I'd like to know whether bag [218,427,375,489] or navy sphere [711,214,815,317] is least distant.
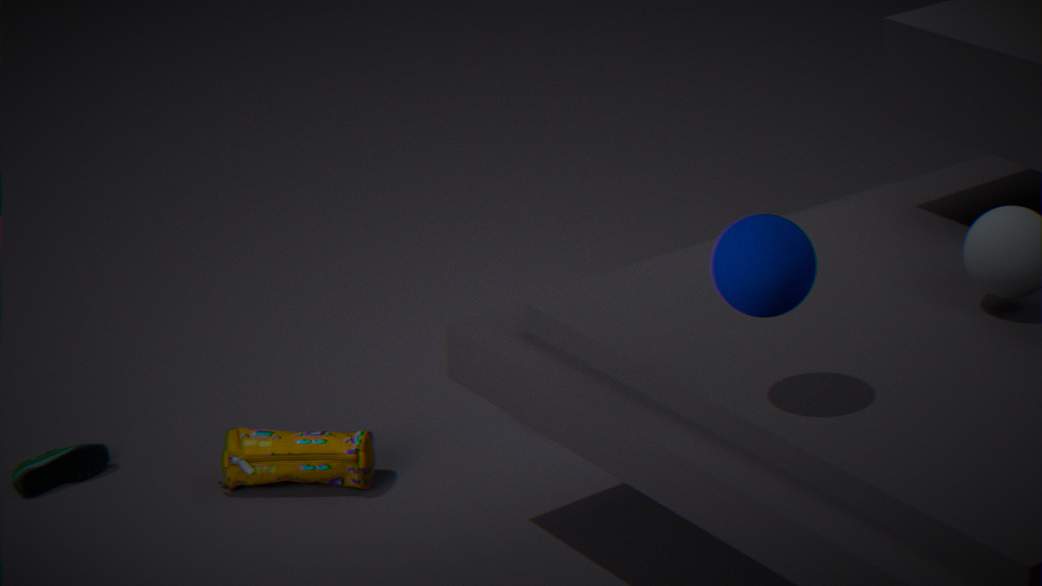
navy sphere [711,214,815,317]
